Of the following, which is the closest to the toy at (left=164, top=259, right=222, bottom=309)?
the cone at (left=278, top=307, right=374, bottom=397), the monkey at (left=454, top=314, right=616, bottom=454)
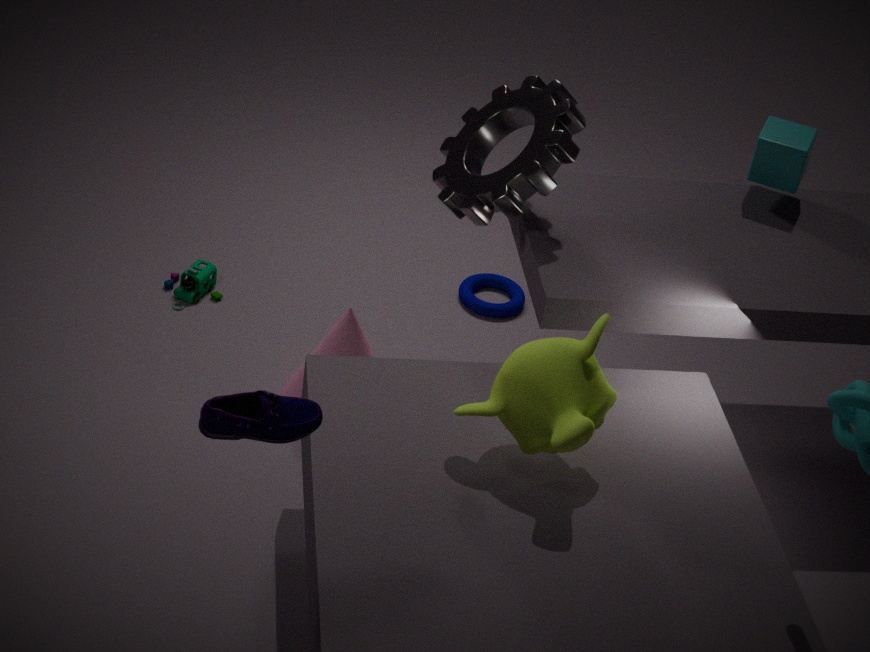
the cone at (left=278, top=307, right=374, bottom=397)
